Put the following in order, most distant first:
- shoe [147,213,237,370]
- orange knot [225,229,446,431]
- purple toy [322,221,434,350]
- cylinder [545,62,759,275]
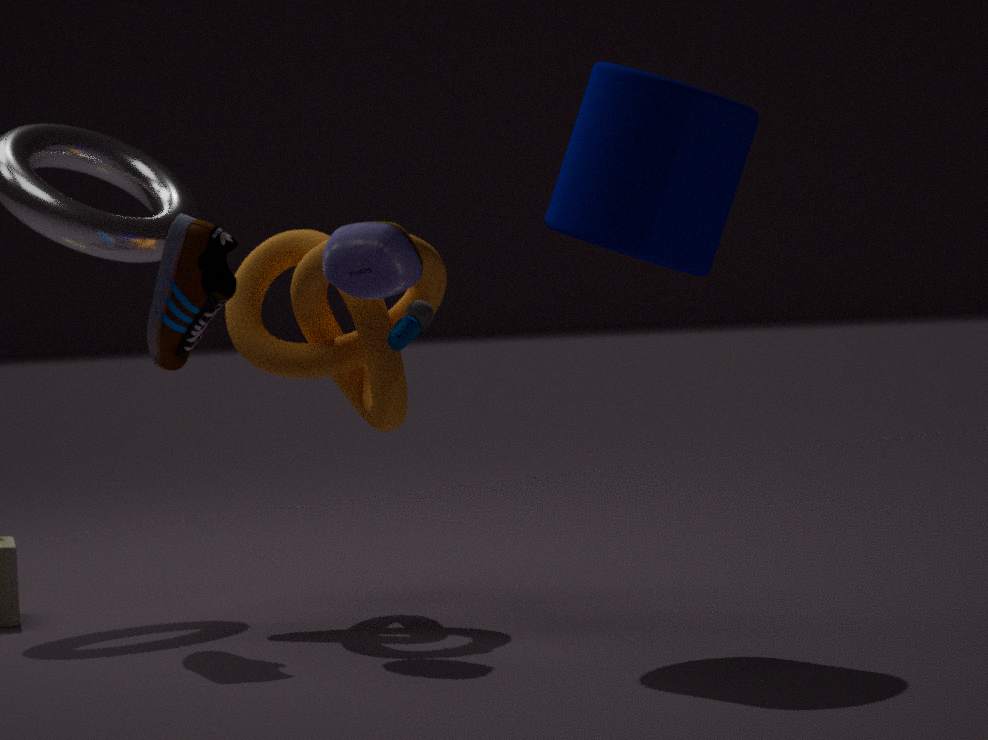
1. orange knot [225,229,446,431]
2. shoe [147,213,237,370]
3. purple toy [322,221,434,350]
4. cylinder [545,62,759,275]
